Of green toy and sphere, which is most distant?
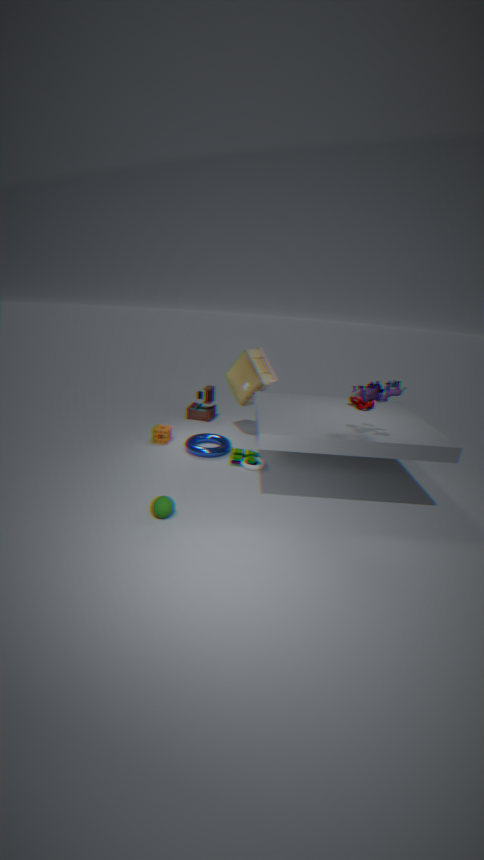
green toy
